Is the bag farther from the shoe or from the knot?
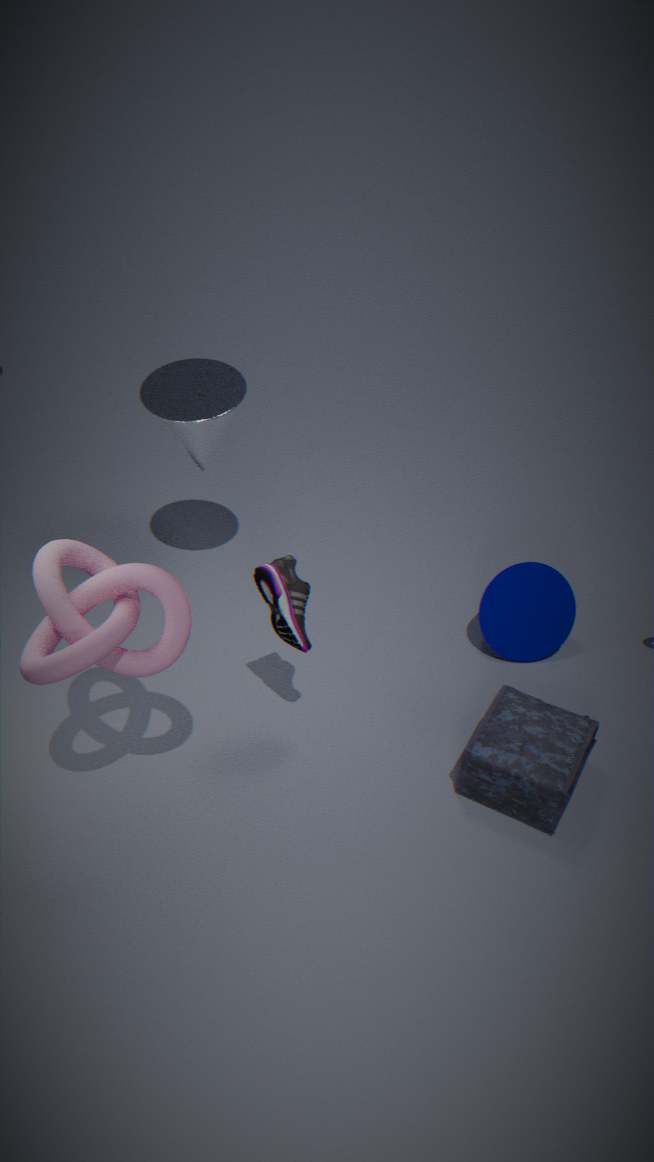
the knot
